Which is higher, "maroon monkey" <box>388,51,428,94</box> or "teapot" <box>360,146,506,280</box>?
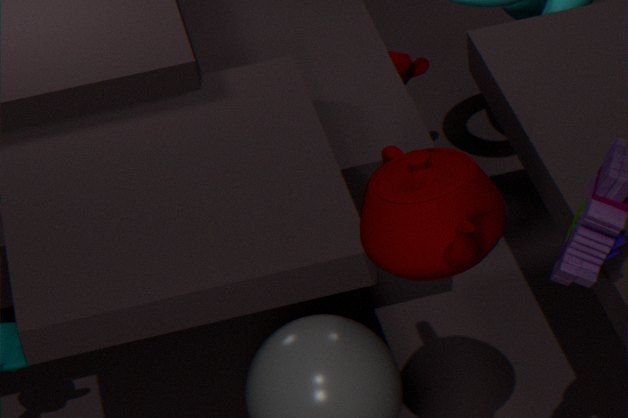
"teapot" <box>360,146,506,280</box>
